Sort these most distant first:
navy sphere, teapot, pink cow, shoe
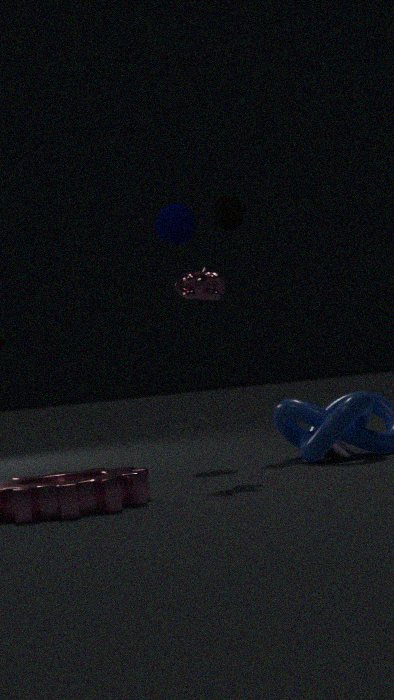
teapot, navy sphere, shoe, pink cow
